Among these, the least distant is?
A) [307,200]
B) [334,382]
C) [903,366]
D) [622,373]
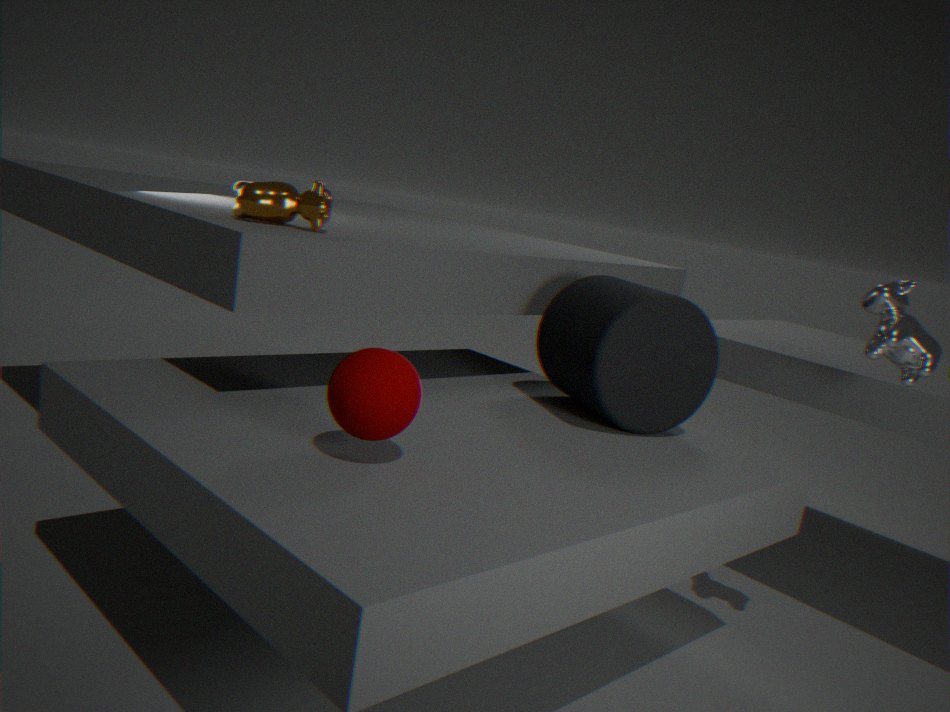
[334,382]
